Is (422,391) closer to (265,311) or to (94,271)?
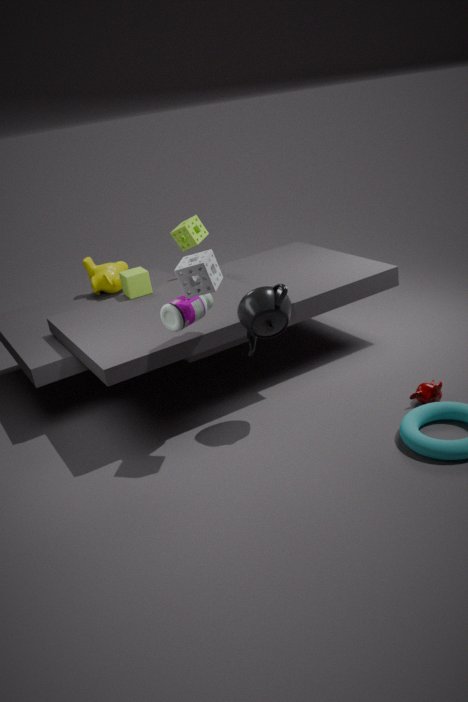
(265,311)
